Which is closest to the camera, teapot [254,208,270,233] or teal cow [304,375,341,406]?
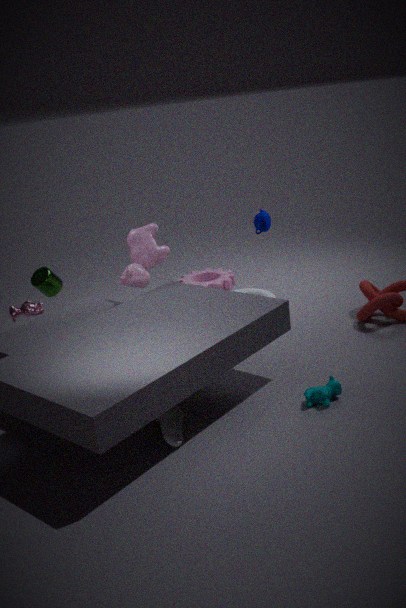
teal cow [304,375,341,406]
